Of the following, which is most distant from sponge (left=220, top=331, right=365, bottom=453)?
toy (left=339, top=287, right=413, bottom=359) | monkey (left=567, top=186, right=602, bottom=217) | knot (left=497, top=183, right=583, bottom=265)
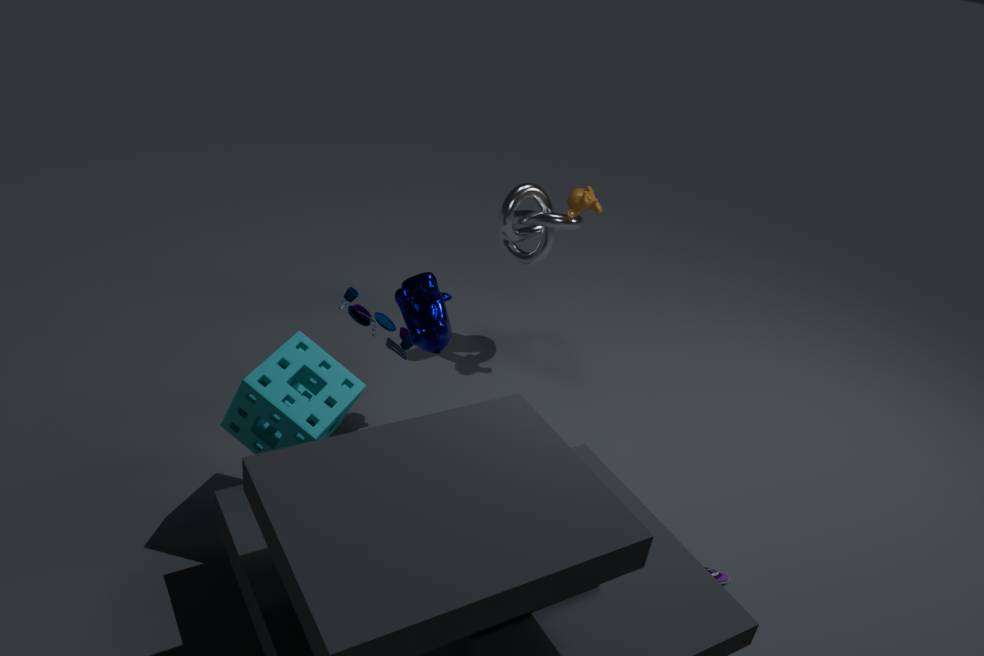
monkey (left=567, top=186, right=602, bottom=217)
